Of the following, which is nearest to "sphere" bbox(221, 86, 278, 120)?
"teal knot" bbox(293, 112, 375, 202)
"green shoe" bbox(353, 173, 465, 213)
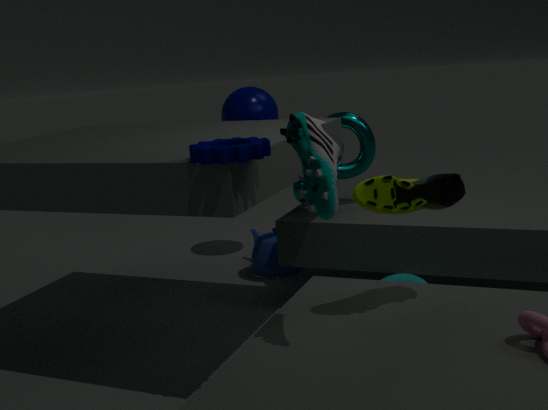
"teal knot" bbox(293, 112, 375, 202)
